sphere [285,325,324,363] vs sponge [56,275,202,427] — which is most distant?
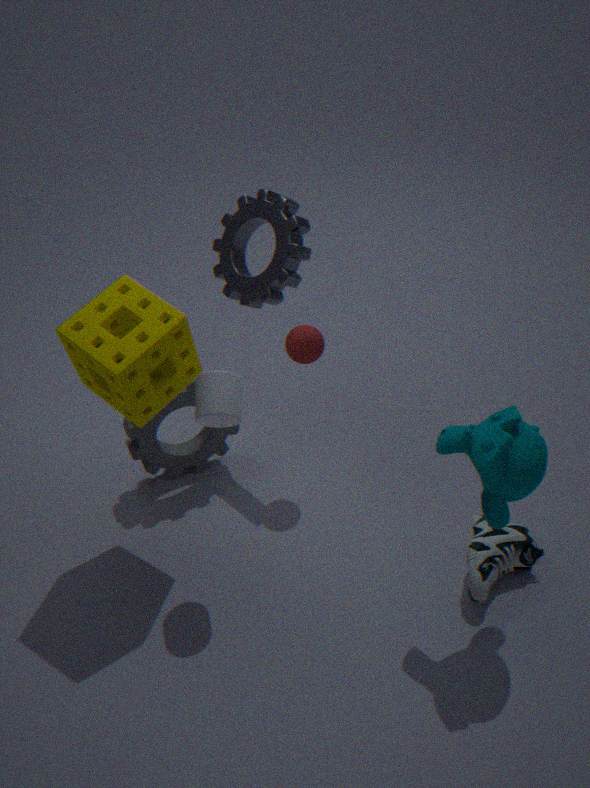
sphere [285,325,324,363]
